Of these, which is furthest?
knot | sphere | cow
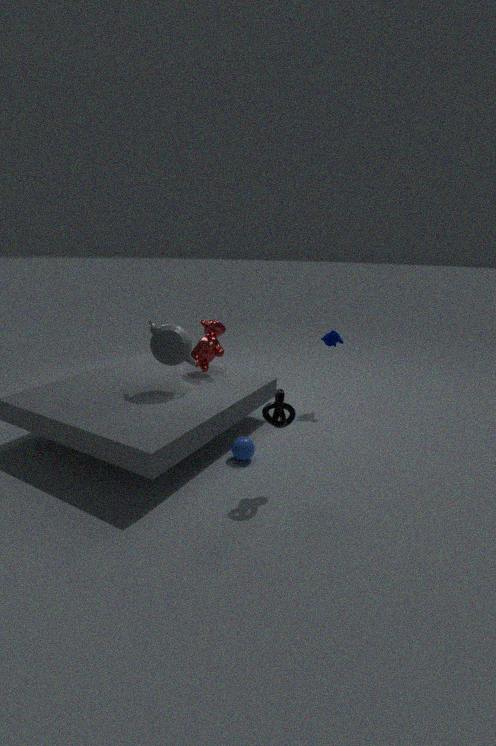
cow
